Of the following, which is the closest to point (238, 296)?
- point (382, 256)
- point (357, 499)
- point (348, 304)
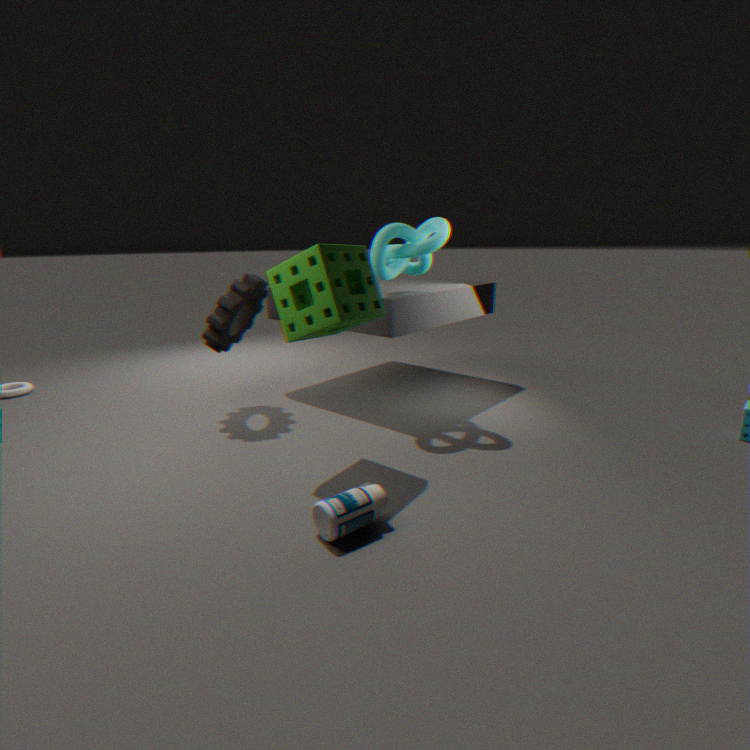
point (348, 304)
